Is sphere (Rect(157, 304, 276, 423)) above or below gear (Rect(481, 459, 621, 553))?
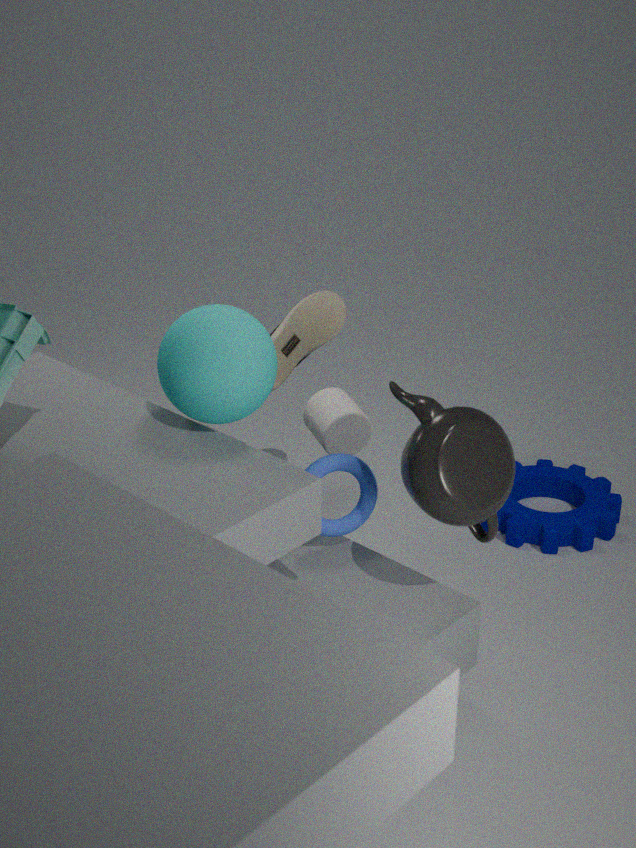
above
